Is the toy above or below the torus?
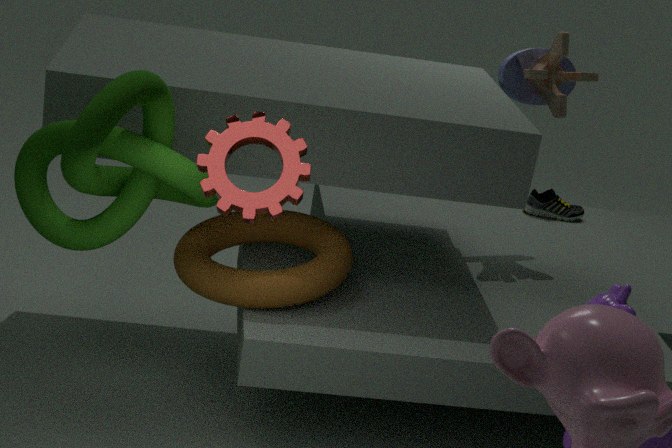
above
